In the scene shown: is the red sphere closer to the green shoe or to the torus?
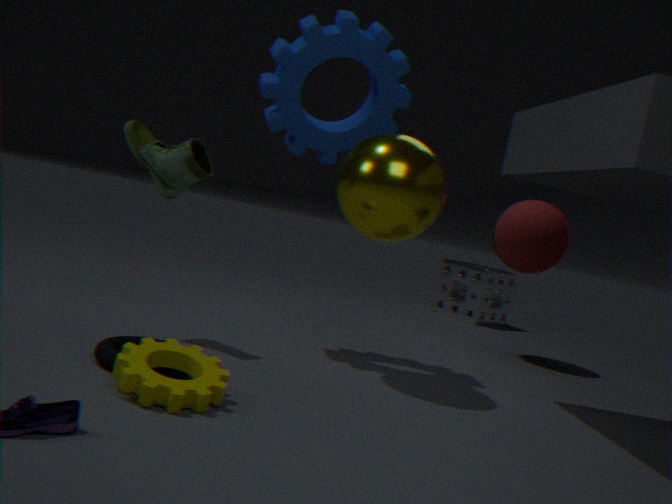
the green shoe
